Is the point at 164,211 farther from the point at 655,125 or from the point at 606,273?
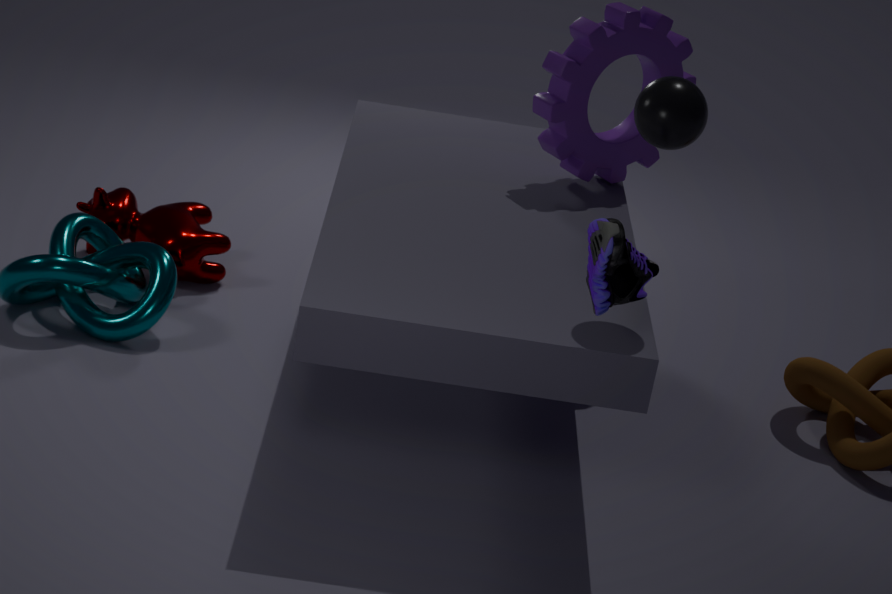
the point at 606,273
